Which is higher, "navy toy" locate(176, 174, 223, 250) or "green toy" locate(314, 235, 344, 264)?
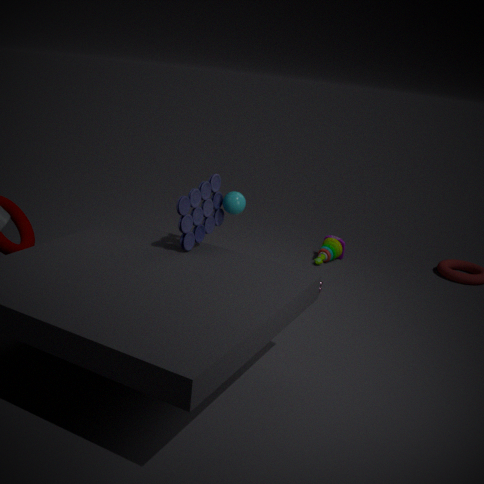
"navy toy" locate(176, 174, 223, 250)
